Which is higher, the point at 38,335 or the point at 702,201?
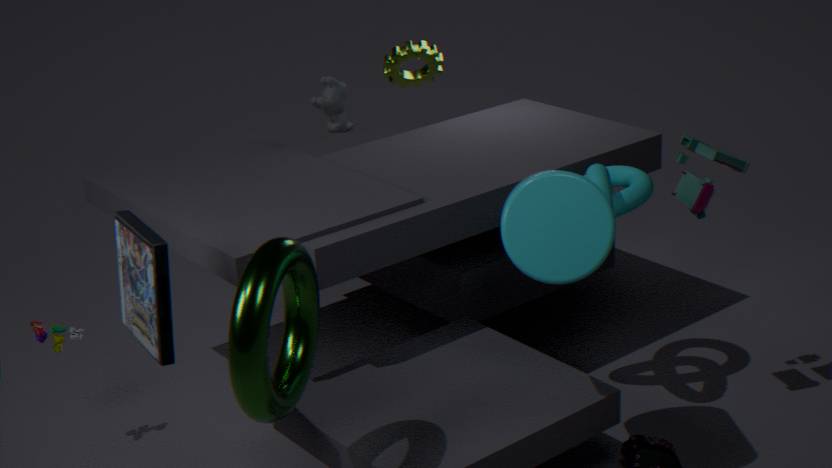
the point at 702,201
